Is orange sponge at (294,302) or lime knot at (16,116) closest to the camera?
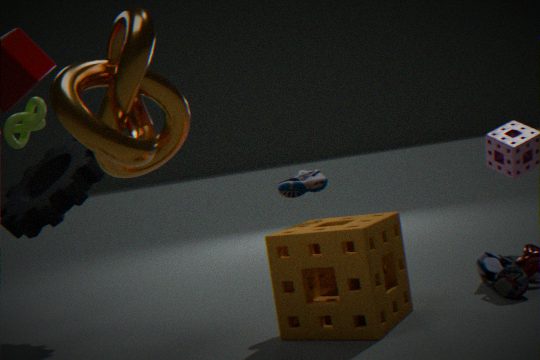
orange sponge at (294,302)
